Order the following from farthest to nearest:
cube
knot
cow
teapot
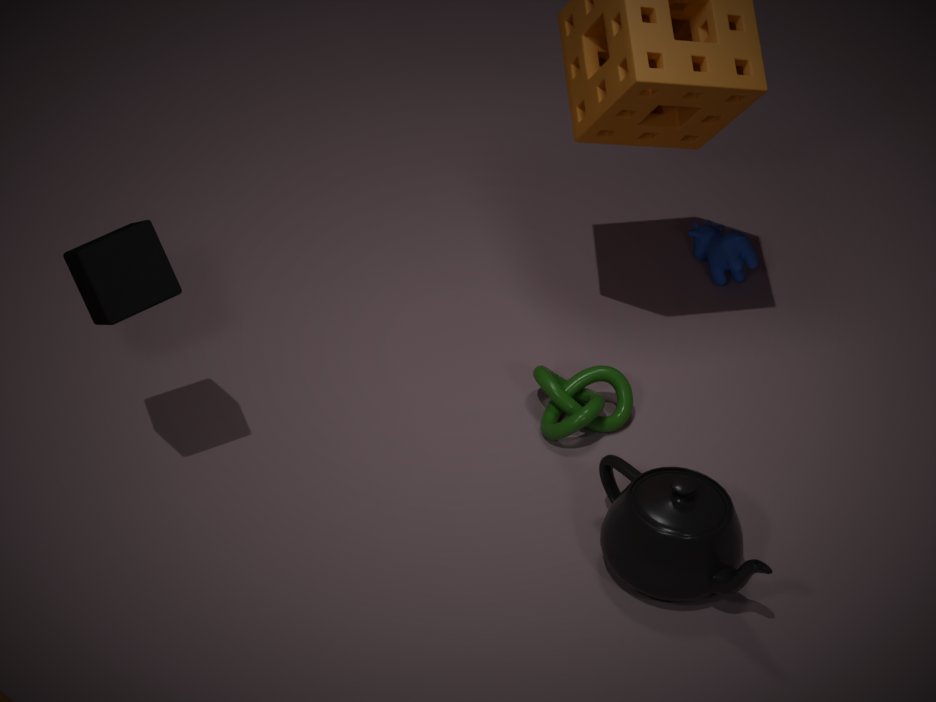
cow, knot, teapot, cube
